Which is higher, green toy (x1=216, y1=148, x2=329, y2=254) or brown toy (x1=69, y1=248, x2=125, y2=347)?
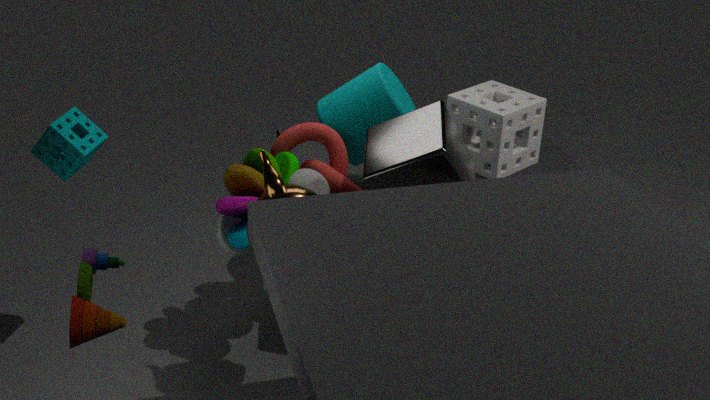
brown toy (x1=69, y1=248, x2=125, y2=347)
